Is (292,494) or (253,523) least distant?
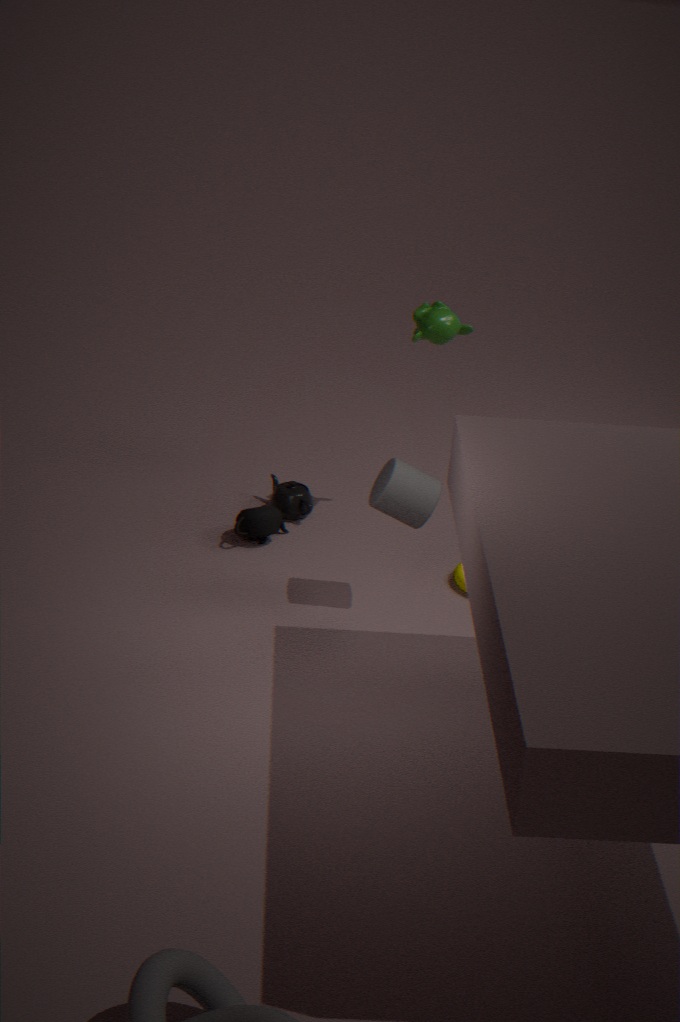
(253,523)
